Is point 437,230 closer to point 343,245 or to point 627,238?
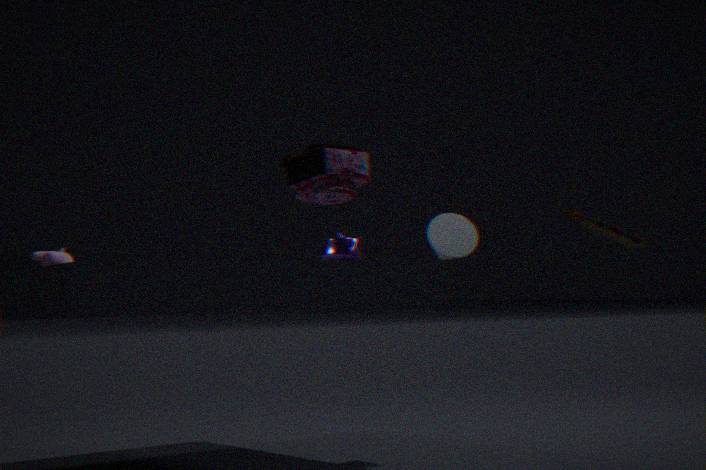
point 343,245
